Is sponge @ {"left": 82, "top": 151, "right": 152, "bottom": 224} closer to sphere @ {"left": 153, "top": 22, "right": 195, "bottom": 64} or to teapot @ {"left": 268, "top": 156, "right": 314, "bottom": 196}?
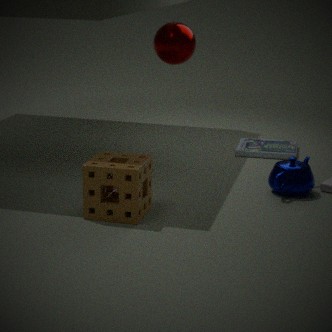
teapot @ {"left": 268, "top": 156, "right": 314, "bottom": 196}
